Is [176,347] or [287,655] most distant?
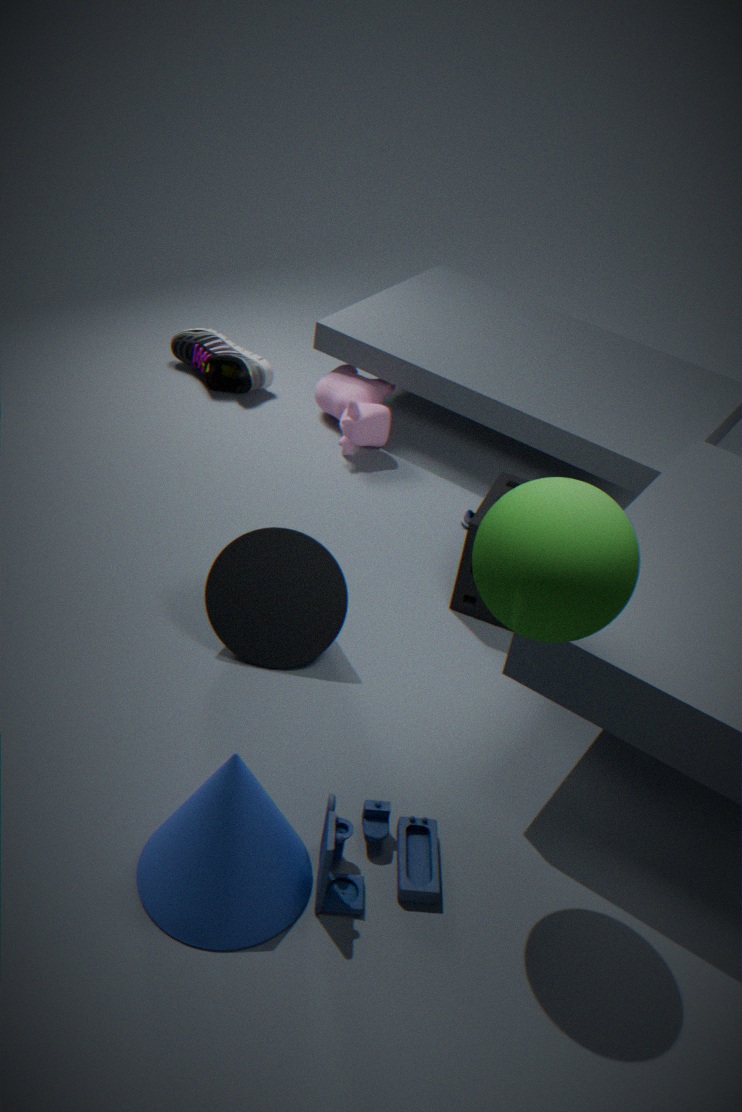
[176,347]
